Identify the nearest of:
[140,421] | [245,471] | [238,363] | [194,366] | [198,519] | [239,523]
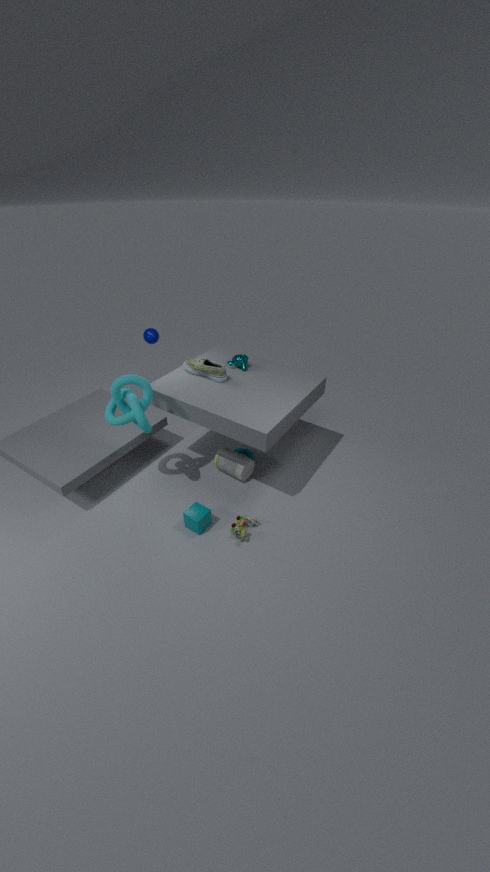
[140,421]
